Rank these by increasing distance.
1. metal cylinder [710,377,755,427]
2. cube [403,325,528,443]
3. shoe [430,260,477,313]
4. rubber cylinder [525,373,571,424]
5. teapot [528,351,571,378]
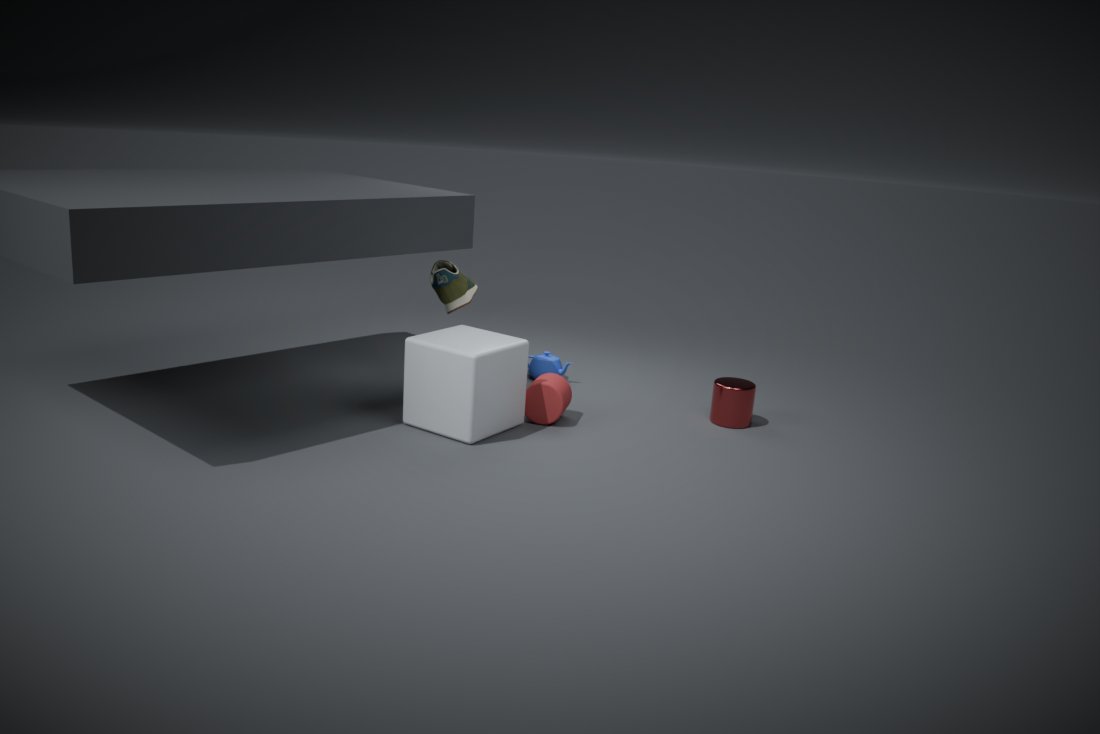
cube [403,325,528,443]
rubber cylinder [525,373,571,424]
metal cylinder [710,377,755,427]
shoe [430,260,477,313]
teapot [528,351,571,378]
